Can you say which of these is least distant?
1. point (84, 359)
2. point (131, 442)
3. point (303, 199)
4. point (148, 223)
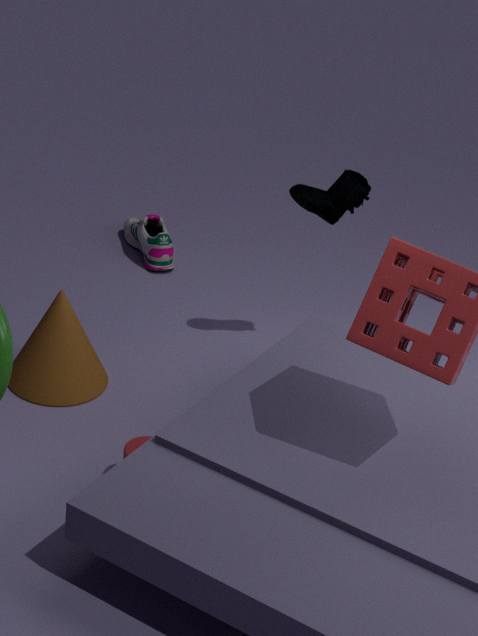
point (131, 442)
